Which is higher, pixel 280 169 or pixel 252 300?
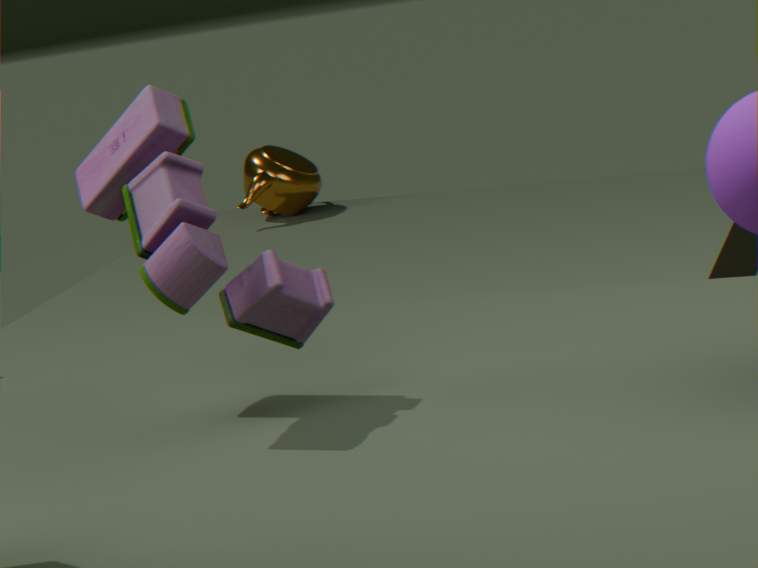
pixel 252 300
